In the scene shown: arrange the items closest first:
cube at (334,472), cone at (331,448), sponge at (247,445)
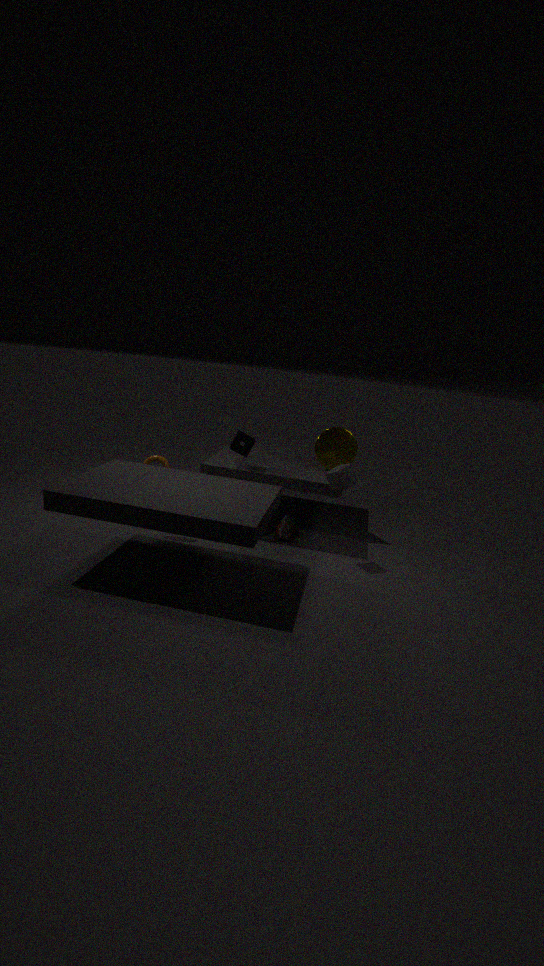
cube at (334,472) < sponge at (247,445) < cone at (331,448)
